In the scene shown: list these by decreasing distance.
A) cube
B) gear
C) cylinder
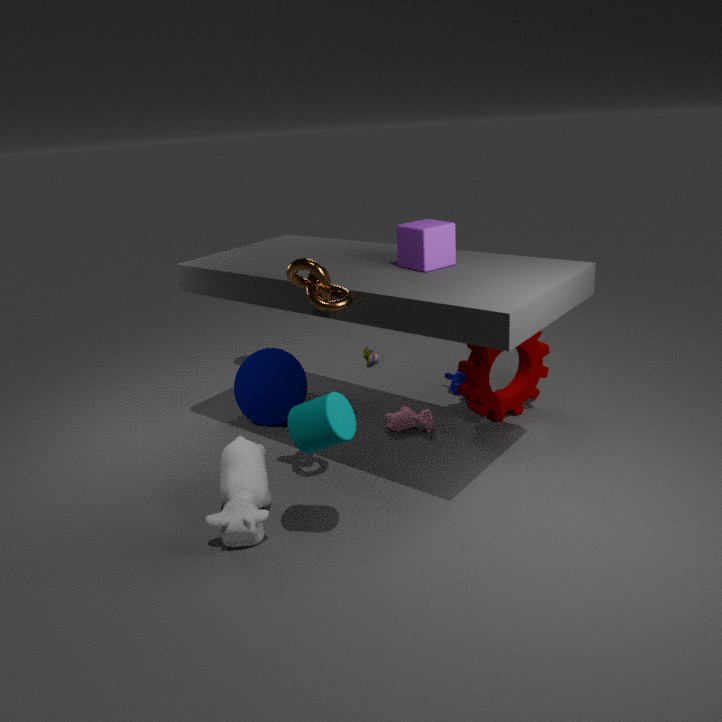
gear
cube
cylinder
